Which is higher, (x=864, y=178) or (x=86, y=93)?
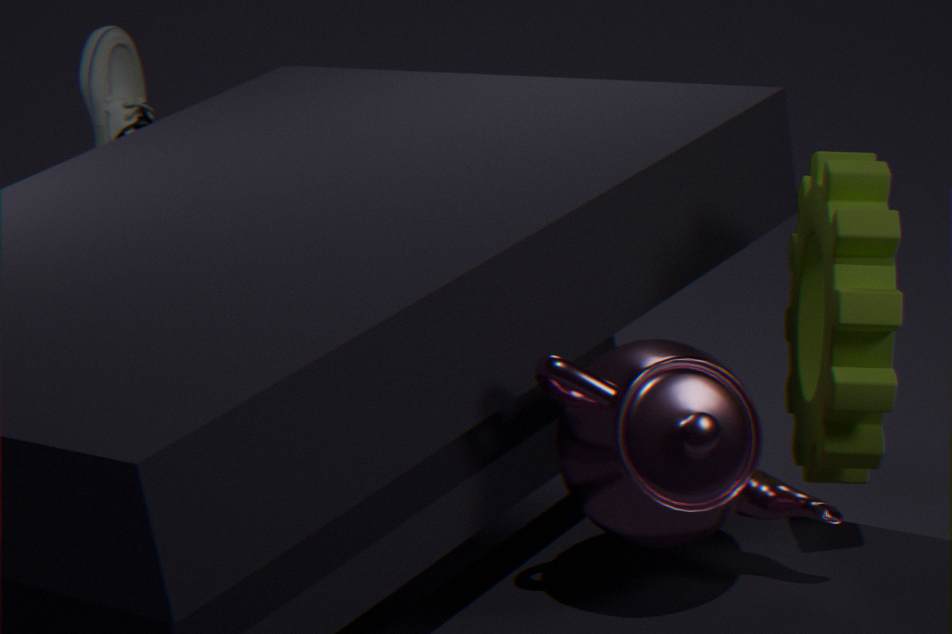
(x=86, y=93)
